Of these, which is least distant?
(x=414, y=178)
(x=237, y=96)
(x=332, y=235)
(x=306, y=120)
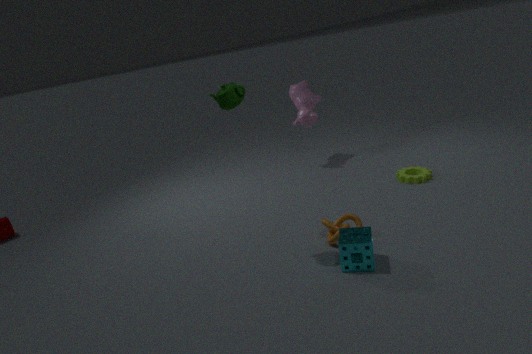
(x=237, y=96)
